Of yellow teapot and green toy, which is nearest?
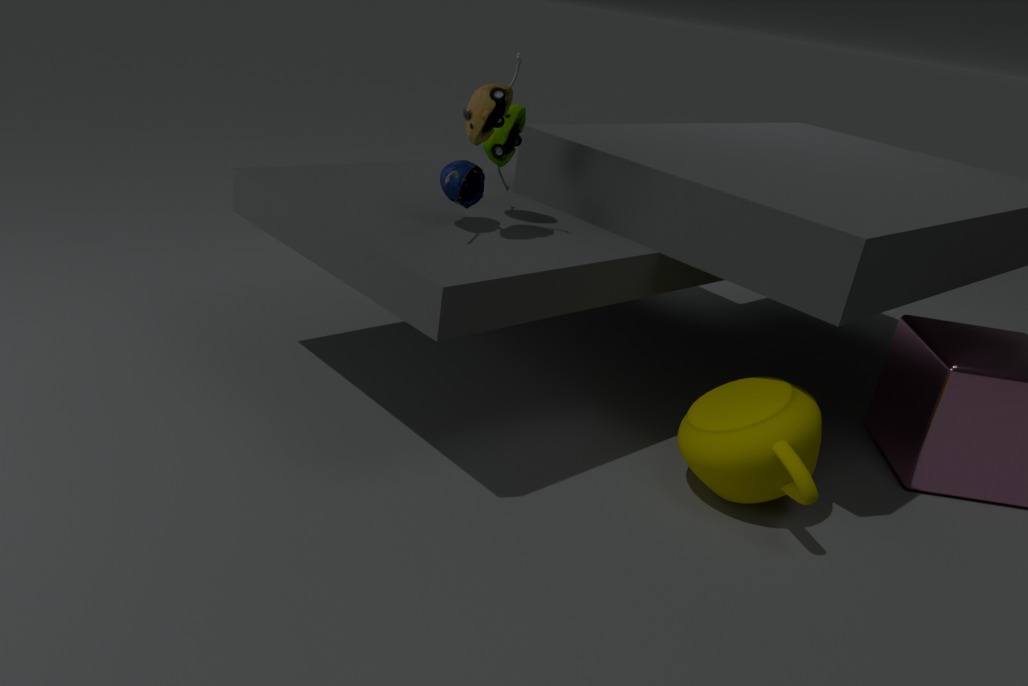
yellow teapot
